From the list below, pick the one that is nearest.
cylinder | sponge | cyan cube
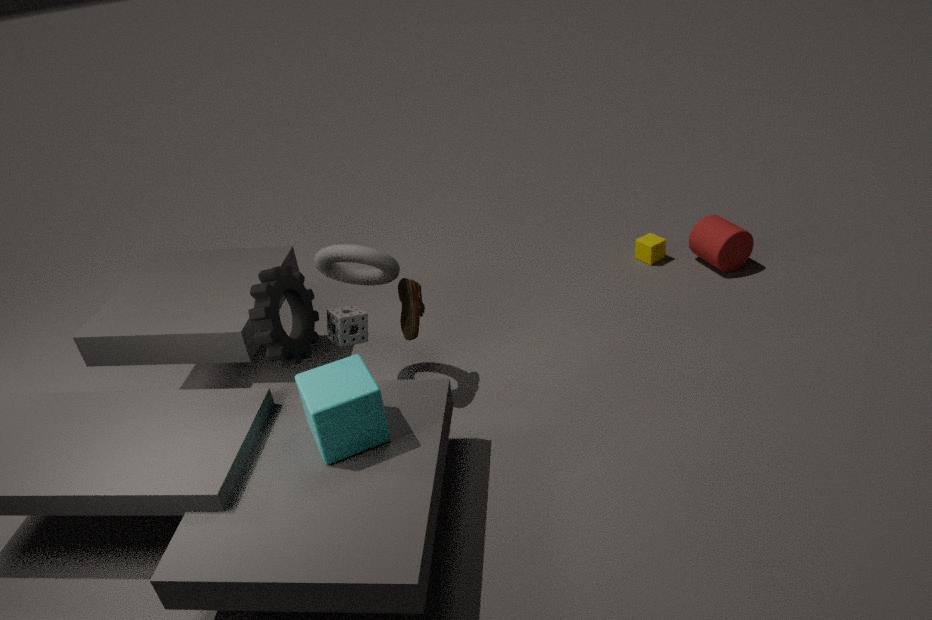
cyan cube
